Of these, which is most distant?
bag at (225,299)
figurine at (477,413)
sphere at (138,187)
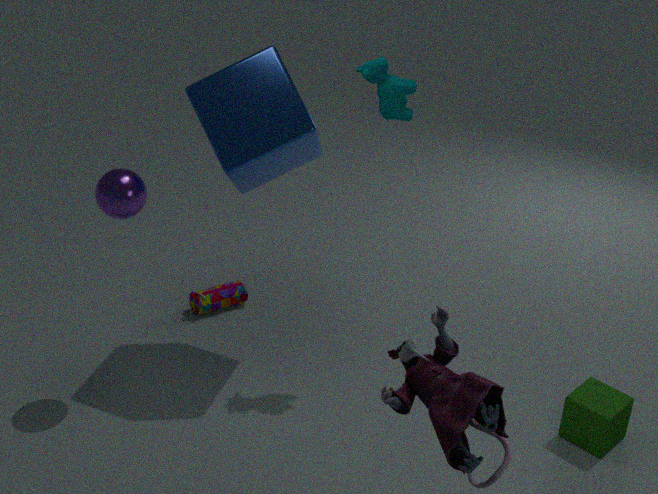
bag at (225,299)
